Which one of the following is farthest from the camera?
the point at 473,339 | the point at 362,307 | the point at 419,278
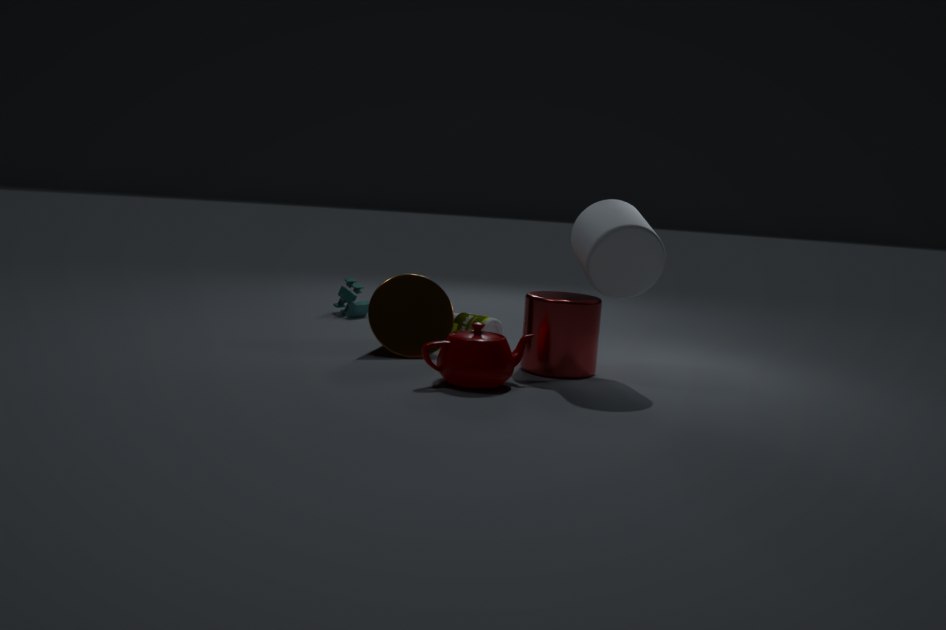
the point at 362,307
